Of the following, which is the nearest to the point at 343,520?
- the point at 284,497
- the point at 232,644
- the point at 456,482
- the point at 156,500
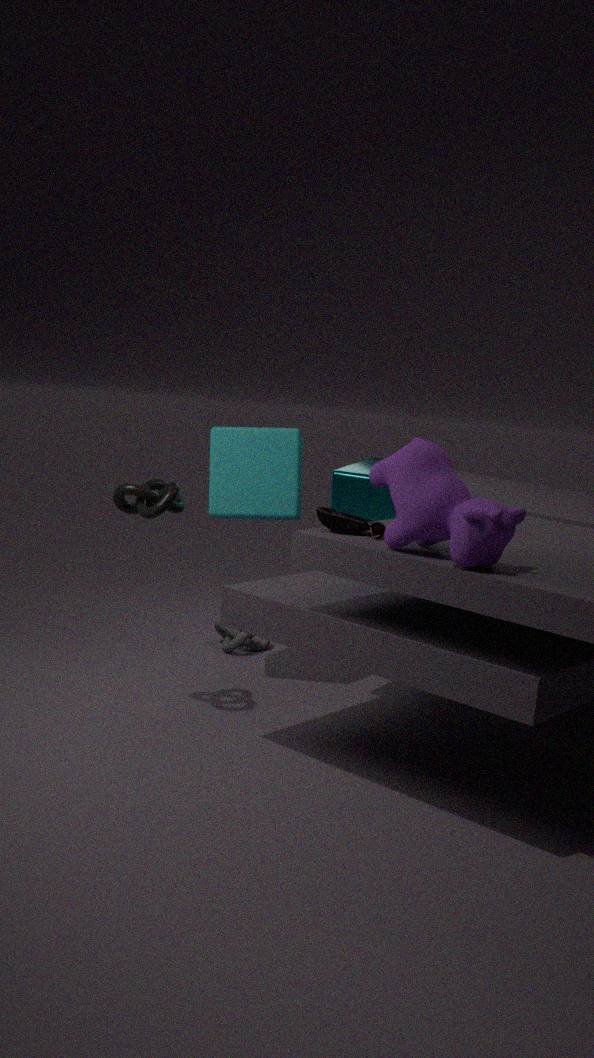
the point at 456,482
